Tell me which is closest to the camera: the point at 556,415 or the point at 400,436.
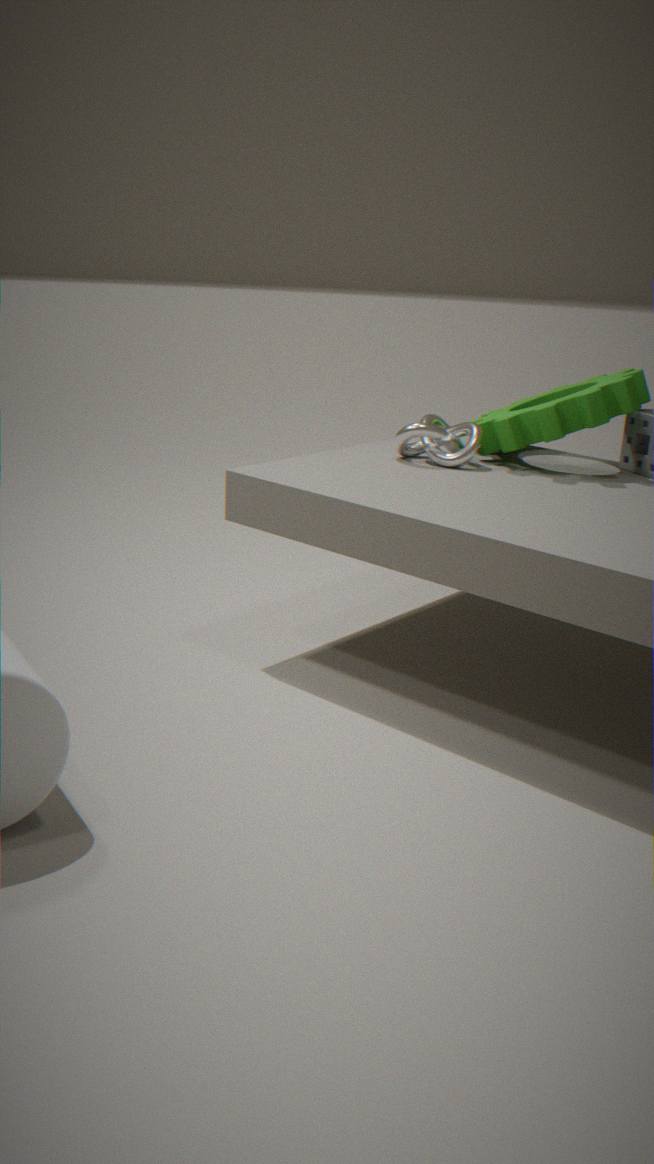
the point at 556,415
